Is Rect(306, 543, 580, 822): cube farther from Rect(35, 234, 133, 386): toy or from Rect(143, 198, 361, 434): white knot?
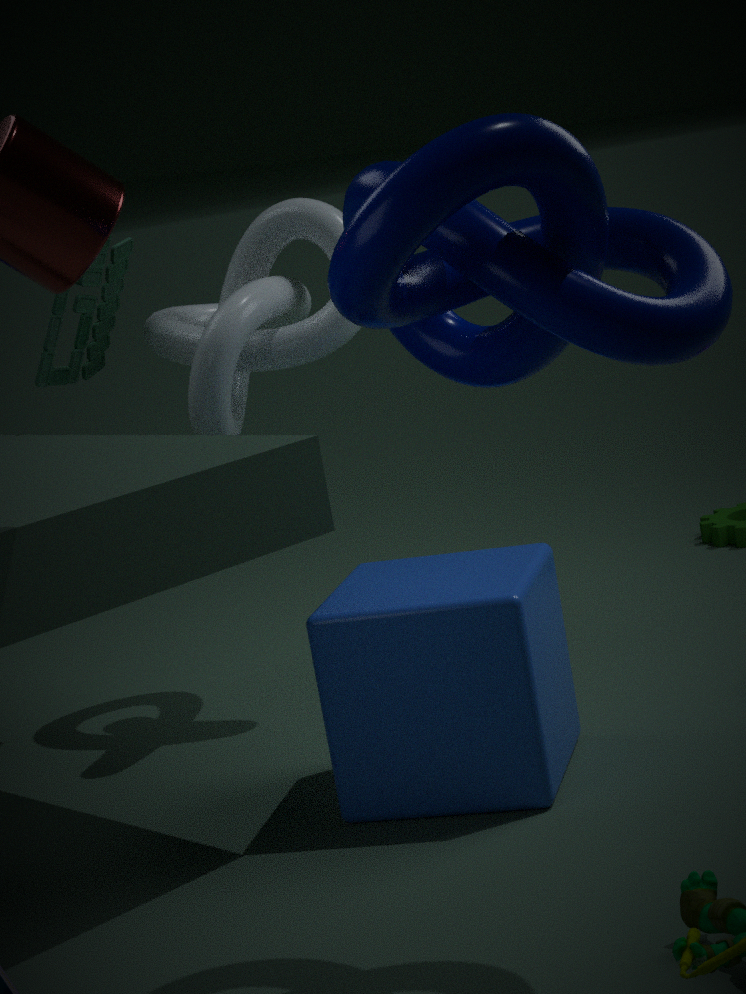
Rect(35, 234, 133, 386): toy
